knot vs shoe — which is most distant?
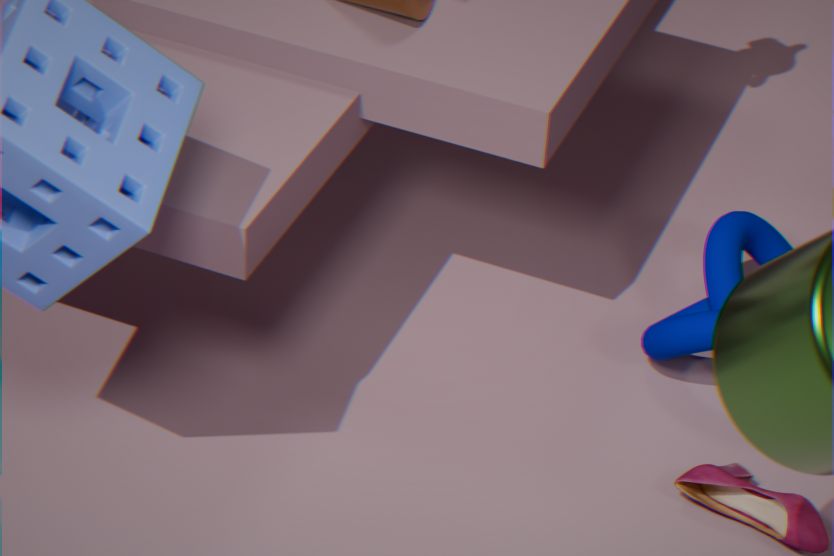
knot
